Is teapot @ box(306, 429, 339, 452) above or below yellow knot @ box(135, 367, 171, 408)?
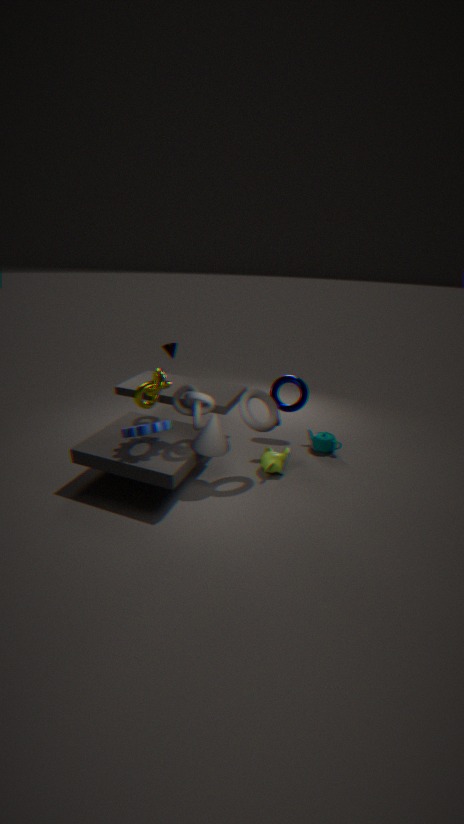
below
